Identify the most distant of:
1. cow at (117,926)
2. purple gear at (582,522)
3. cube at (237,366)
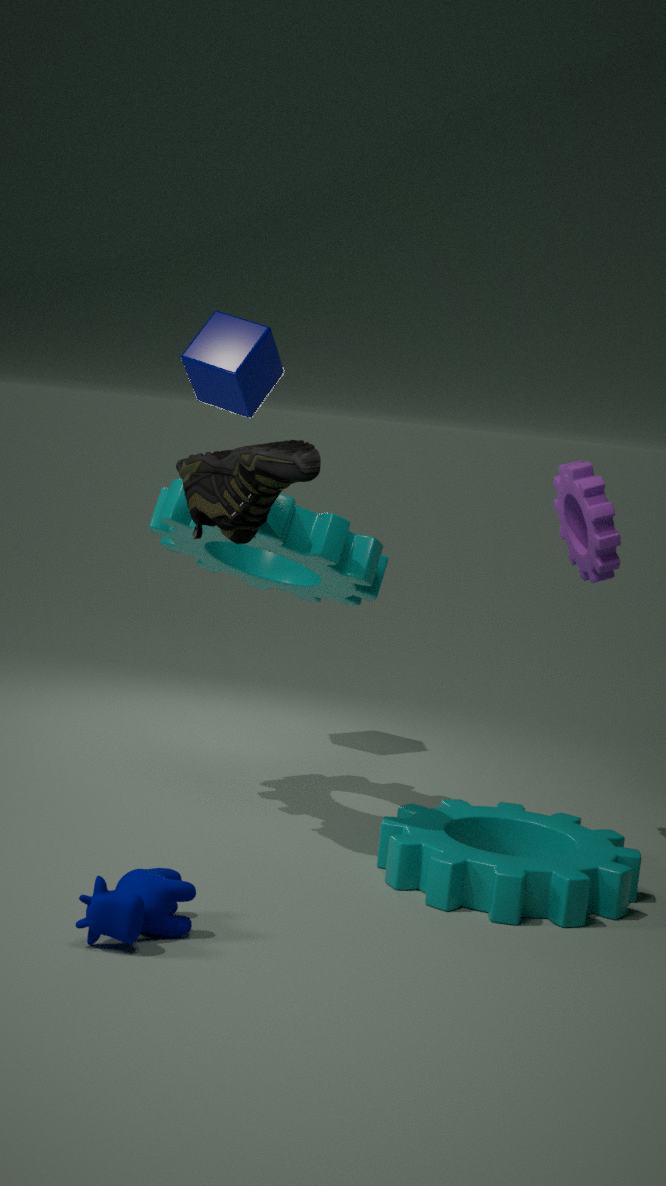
cube at (237,366)
